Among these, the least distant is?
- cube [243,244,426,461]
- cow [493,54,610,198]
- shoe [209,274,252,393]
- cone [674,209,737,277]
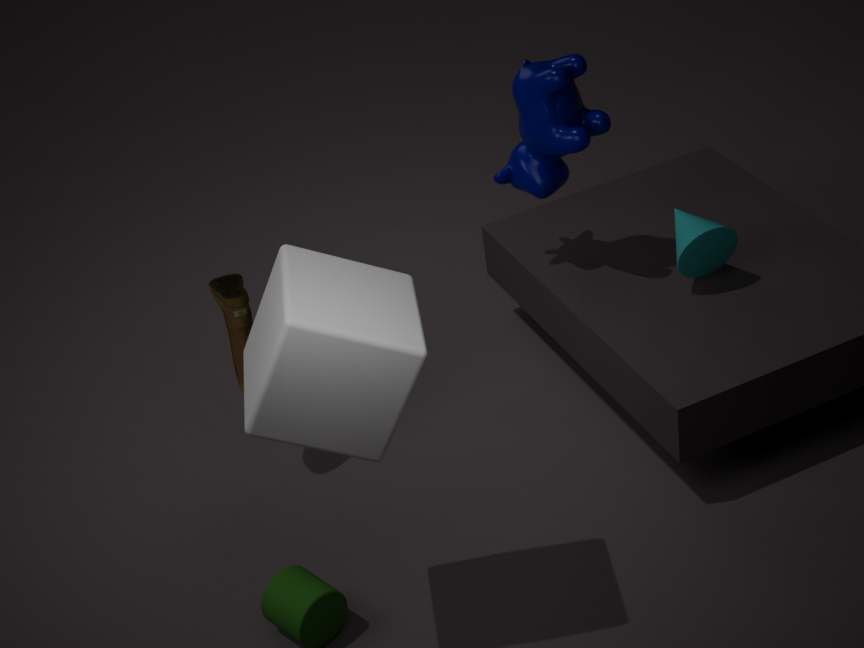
cube [243,244,426,461]
